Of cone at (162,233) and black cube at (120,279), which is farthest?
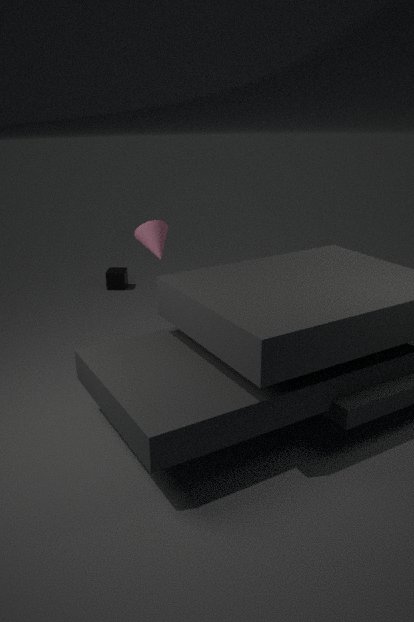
black cube at (120,279)
